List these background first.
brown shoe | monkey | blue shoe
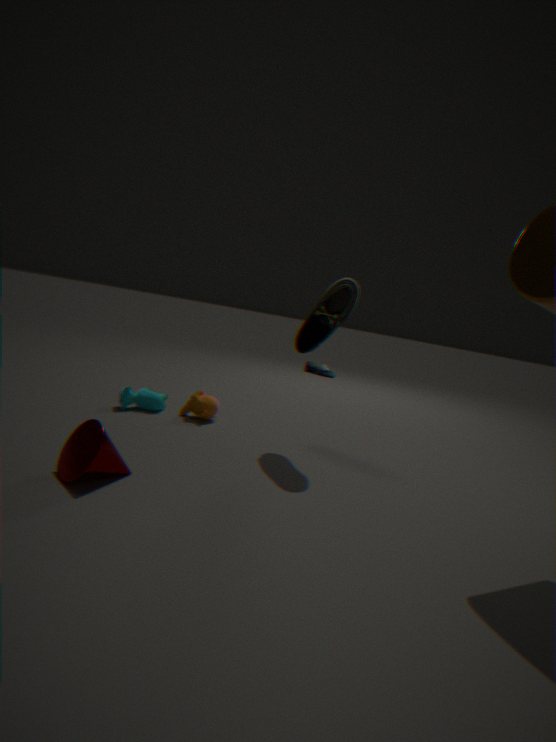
1. blue shoe
2. monkey
3. brown shoe
